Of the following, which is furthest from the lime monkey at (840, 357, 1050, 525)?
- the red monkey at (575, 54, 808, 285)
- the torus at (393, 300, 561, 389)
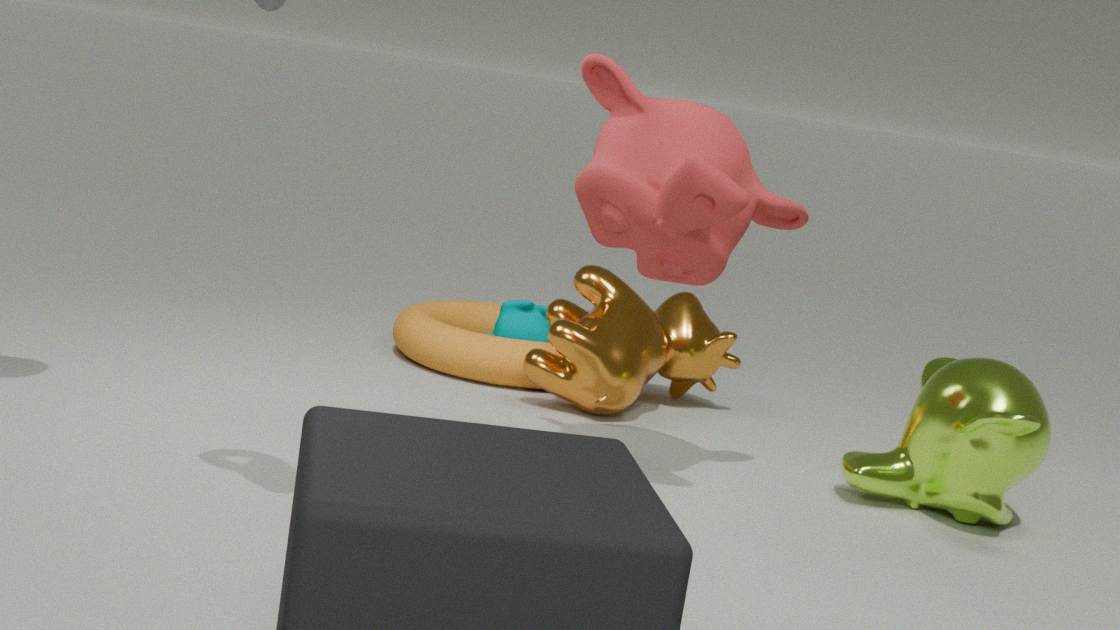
the torus at (393, 300, 561, 389)
